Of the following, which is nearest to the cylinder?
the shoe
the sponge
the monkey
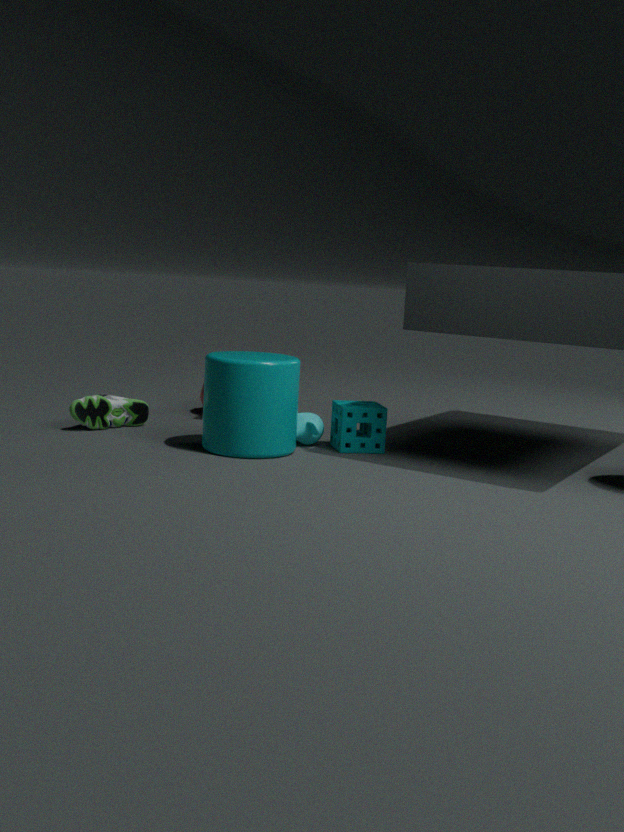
the monkey
